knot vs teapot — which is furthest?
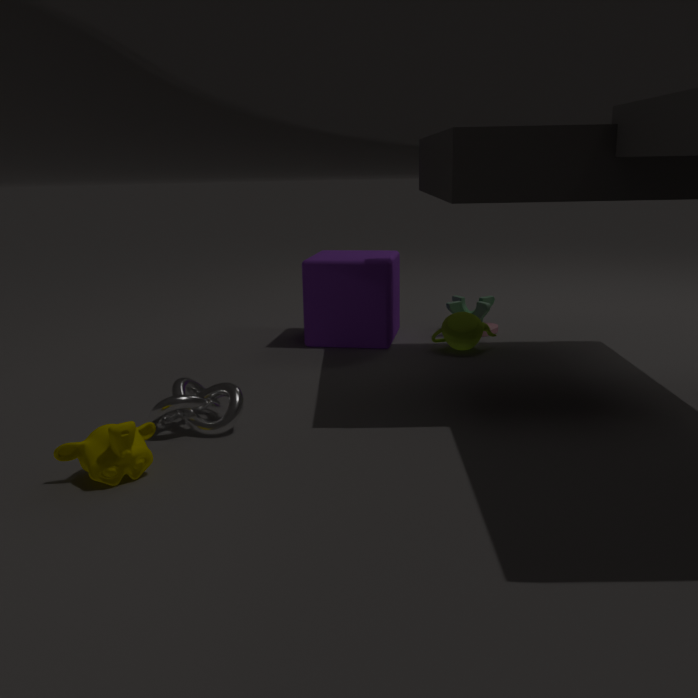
teapot
